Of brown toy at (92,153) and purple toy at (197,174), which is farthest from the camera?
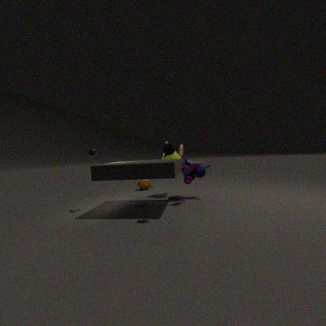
purple toy at (197,174)
